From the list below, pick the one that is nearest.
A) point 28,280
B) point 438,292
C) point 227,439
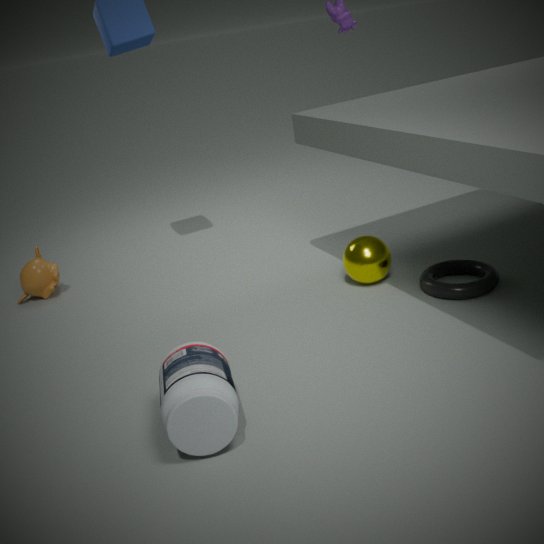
point 227,439
